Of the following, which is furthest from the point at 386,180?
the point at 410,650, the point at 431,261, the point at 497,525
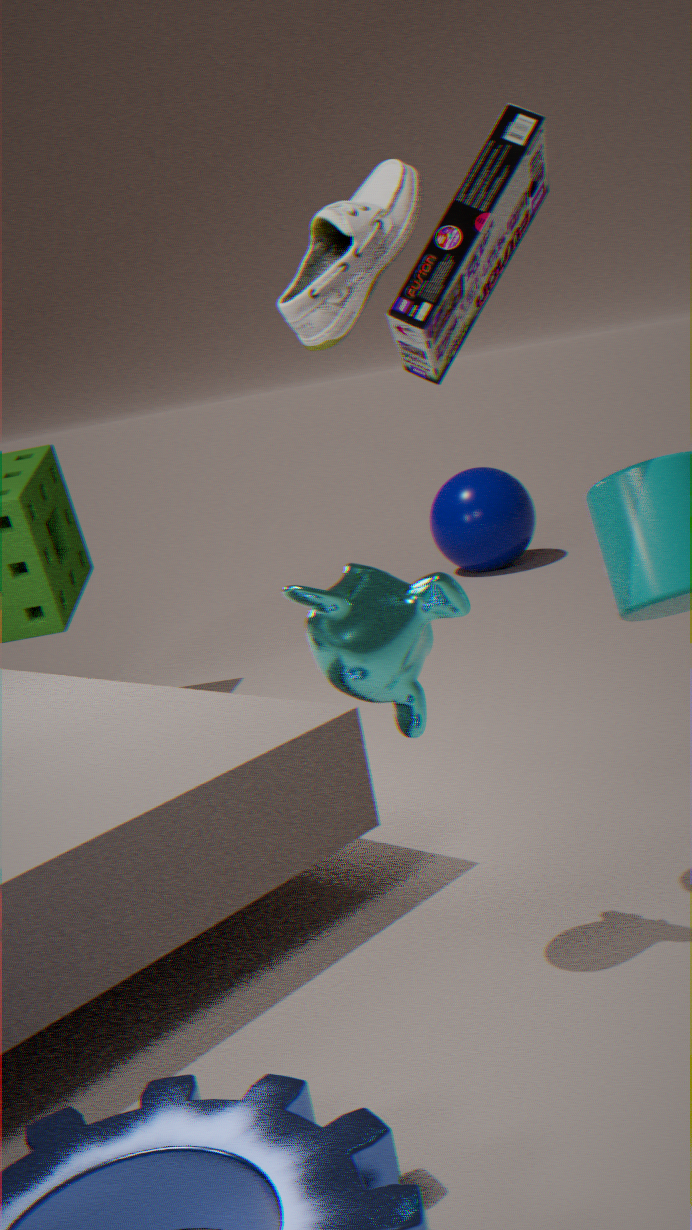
the point at 497,525
